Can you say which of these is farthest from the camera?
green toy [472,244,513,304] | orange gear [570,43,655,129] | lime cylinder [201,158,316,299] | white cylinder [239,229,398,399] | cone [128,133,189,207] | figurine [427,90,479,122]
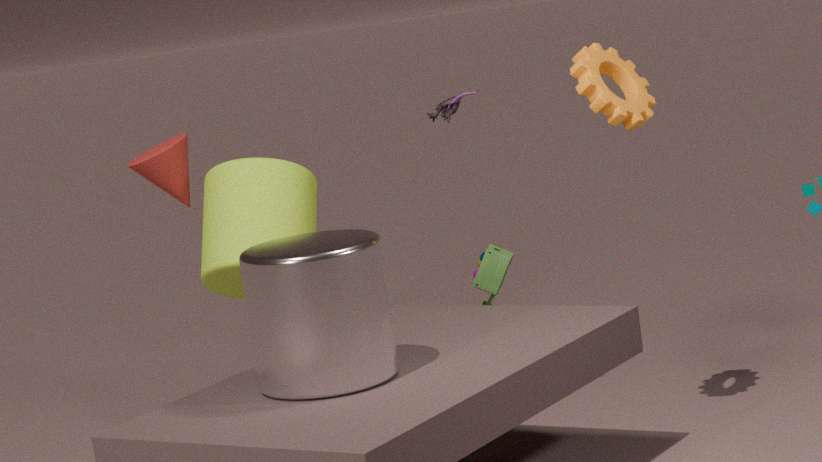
cone [128,133,189,207]
